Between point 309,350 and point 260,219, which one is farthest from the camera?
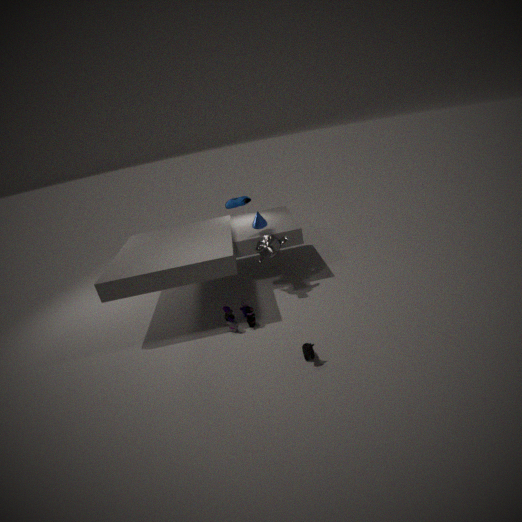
point 260,219
